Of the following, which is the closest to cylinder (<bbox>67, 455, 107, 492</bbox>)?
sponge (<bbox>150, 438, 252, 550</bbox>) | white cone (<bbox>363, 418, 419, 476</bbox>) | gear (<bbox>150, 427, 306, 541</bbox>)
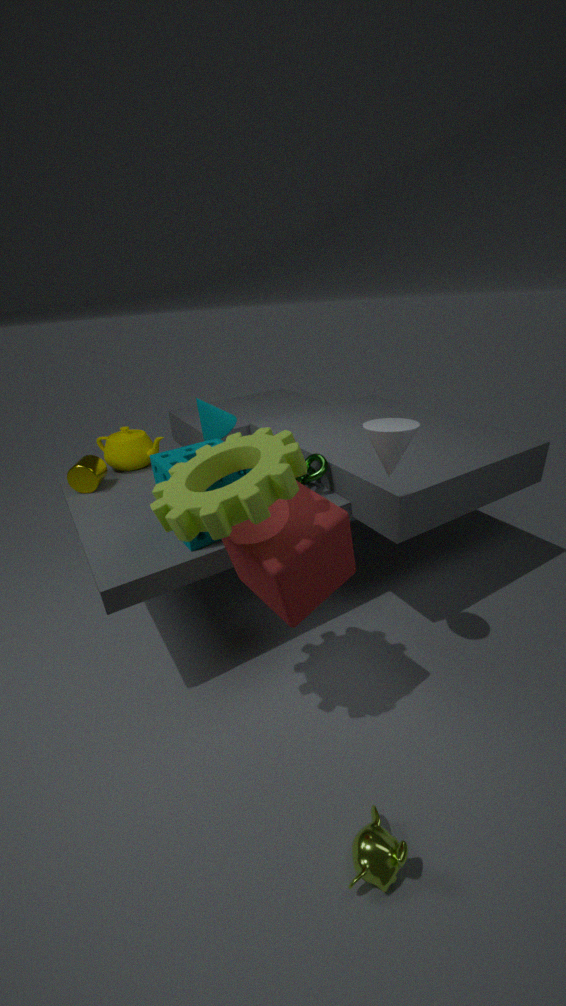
sponge (<bbox>150, 438, 252, 550</bbox>)
